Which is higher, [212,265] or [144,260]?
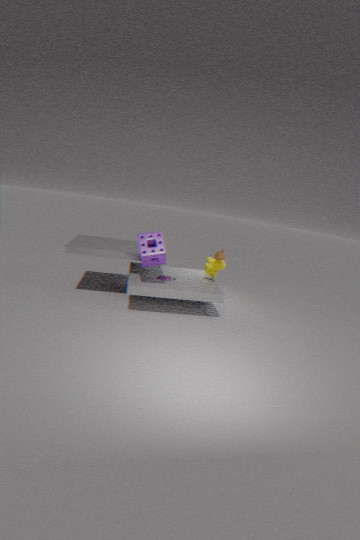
[144,260]
